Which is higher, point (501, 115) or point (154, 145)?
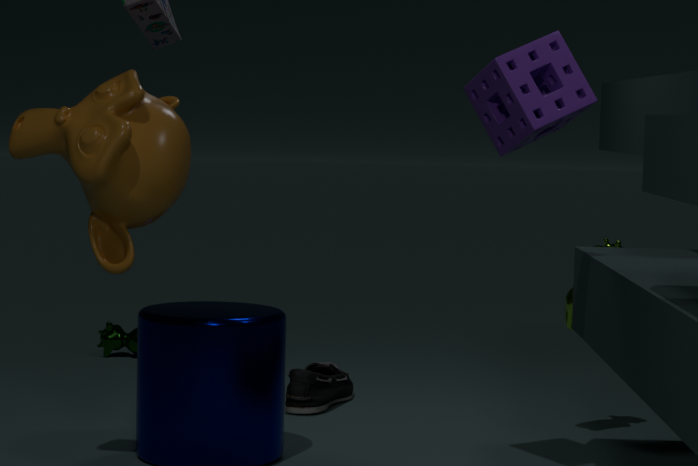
point (501, 115)
